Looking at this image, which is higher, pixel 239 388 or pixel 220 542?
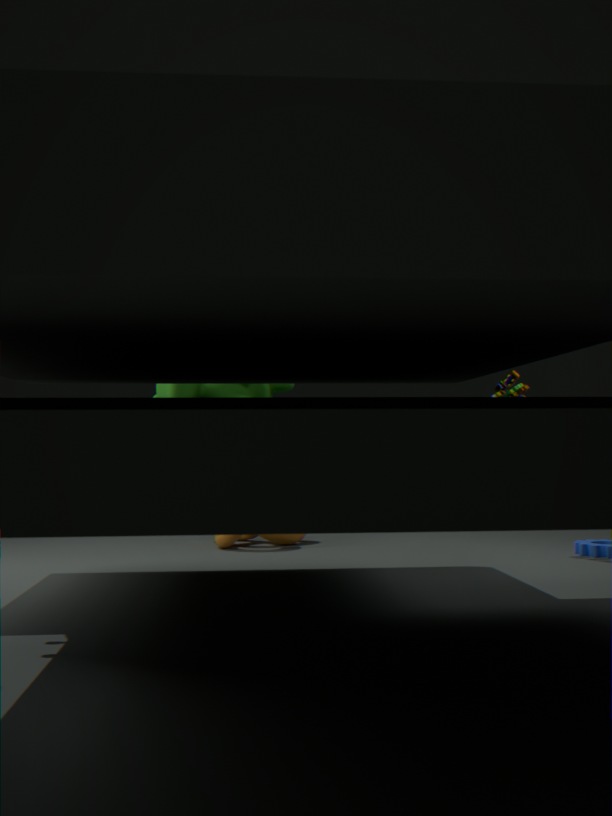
pixel 239 388
